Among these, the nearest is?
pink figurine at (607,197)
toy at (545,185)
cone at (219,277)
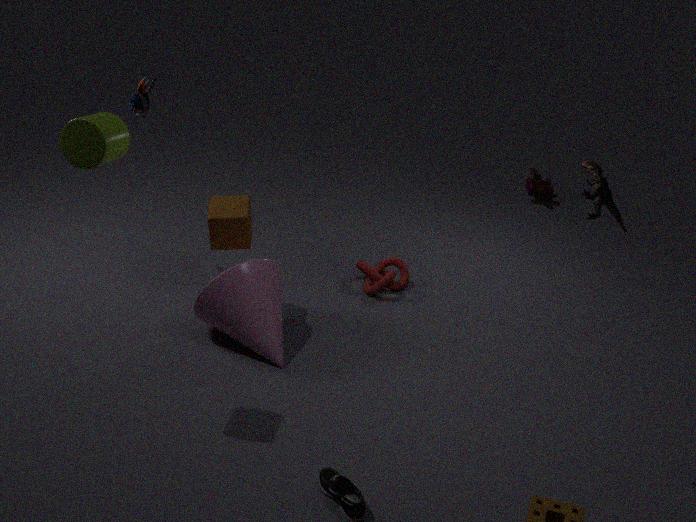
pink figurine at (607,197)
